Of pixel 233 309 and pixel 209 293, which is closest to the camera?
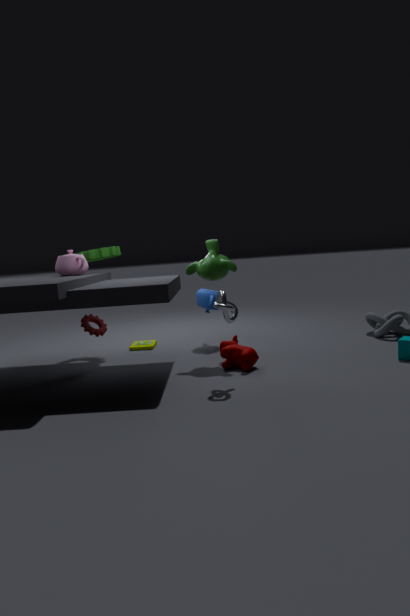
pixel 233 309
